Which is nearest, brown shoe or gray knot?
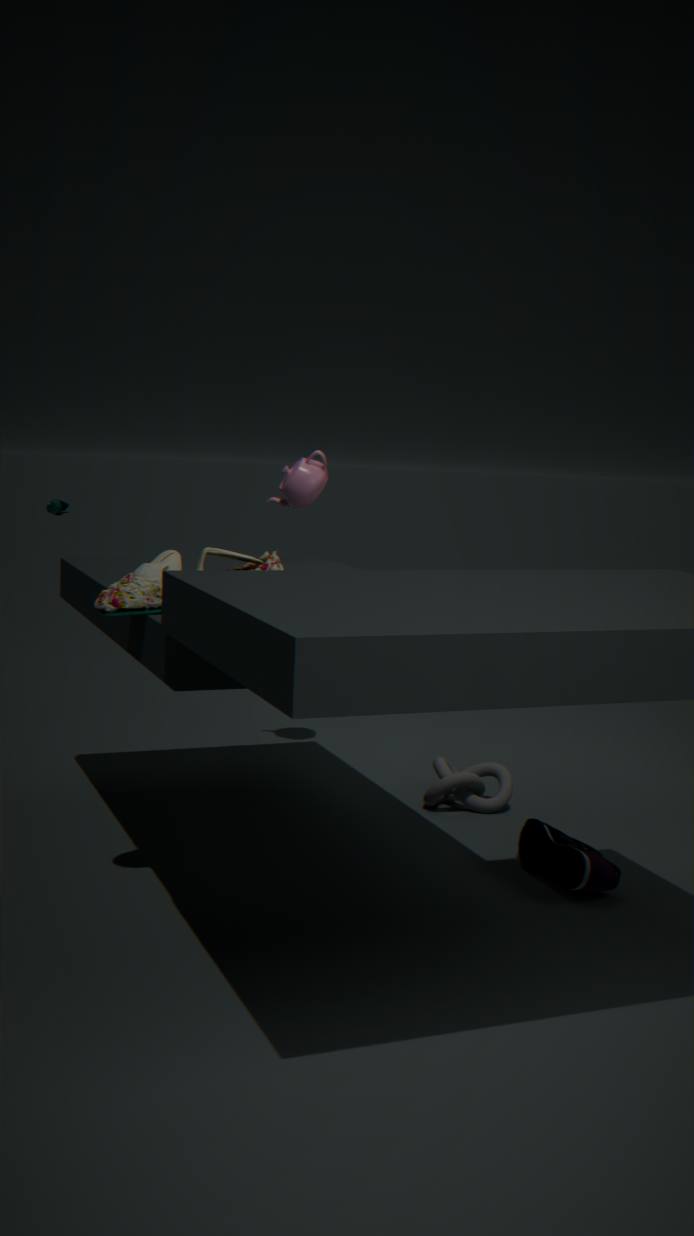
brown shoe
